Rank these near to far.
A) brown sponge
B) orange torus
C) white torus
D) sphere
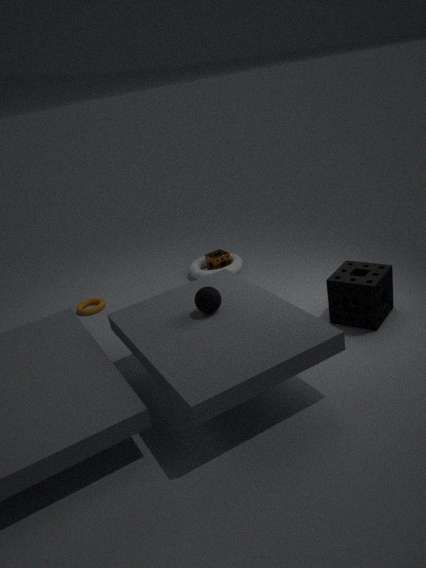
sphere < orange torus < white torus < brown sponge
